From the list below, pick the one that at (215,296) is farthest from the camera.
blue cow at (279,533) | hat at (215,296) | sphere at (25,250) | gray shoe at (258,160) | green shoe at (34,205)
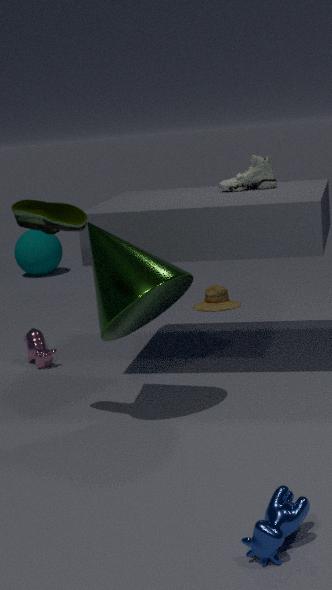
sphere at (25,250)
